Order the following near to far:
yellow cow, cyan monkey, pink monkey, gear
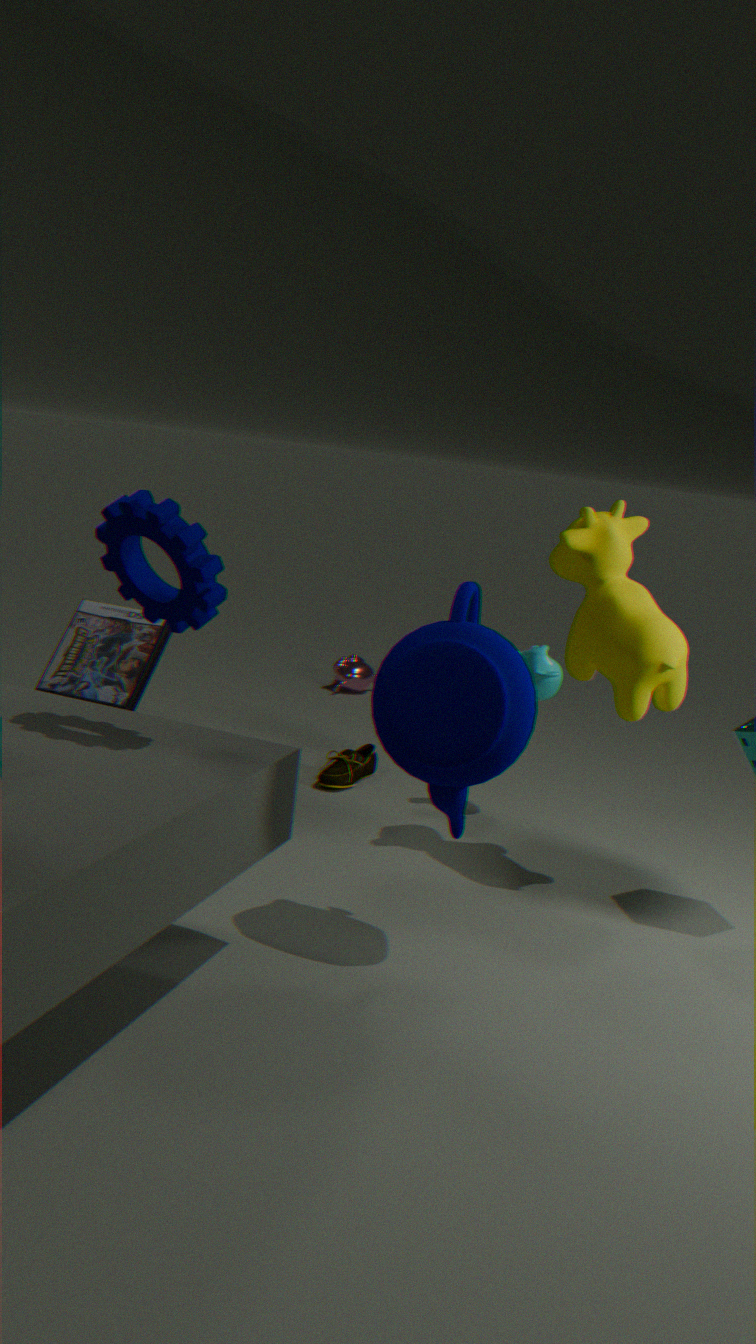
gear
yellow cow
cyan monkey
pink monkey
